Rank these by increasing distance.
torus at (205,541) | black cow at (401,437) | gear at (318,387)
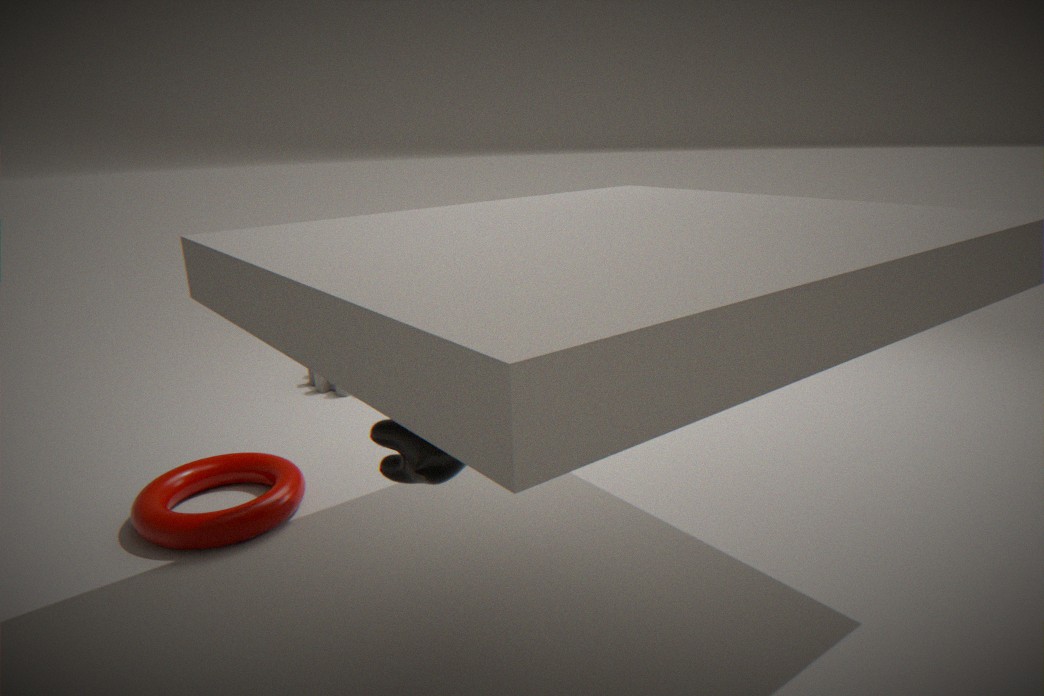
black cow at (401,437) < torus at (205,541) < gear at (318,387)
